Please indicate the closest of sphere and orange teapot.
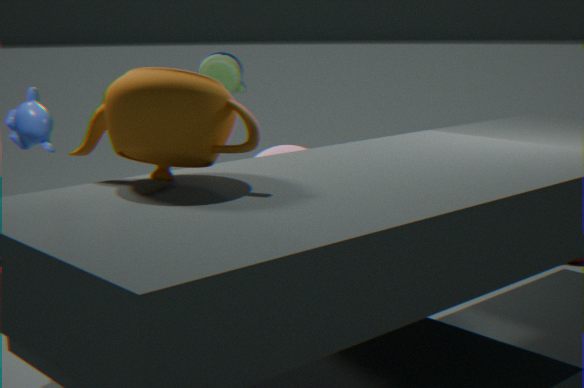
orange teapot
